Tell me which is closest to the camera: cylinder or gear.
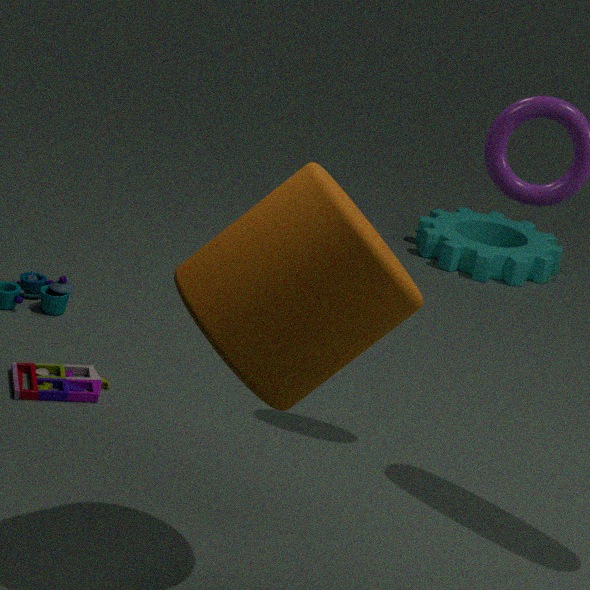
cylinder
